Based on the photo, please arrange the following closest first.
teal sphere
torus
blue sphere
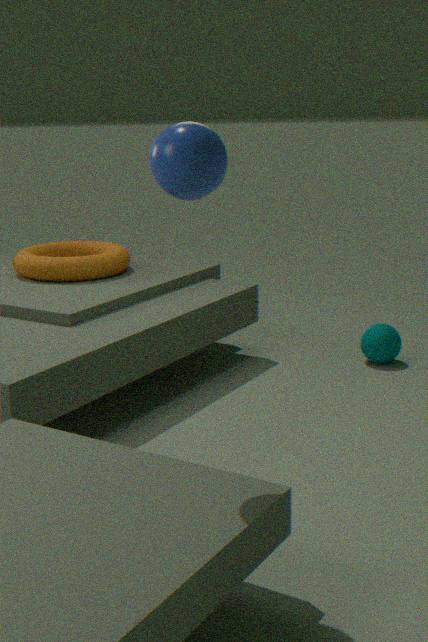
1. blue sphere
2. torus
3. teal sphere
